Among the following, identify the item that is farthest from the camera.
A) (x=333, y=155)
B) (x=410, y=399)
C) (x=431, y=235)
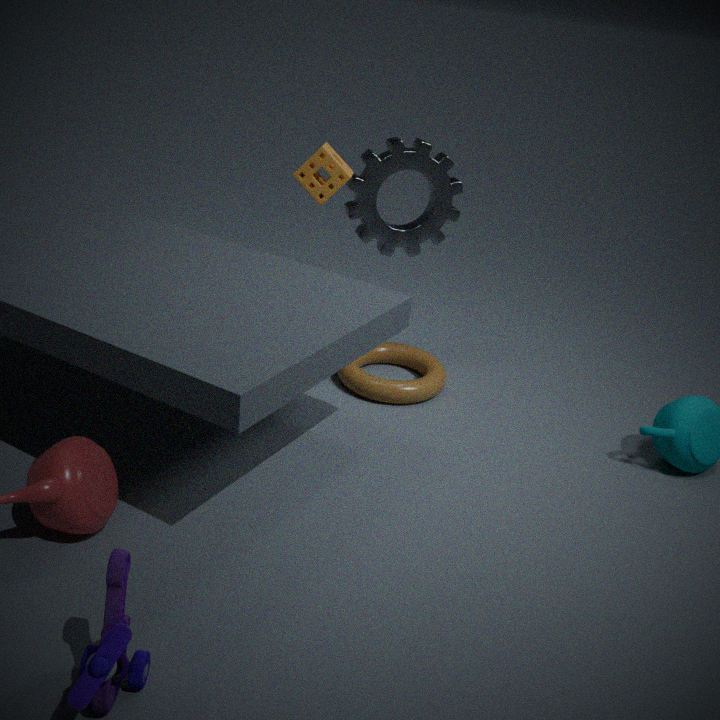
(x=431, y=235)
